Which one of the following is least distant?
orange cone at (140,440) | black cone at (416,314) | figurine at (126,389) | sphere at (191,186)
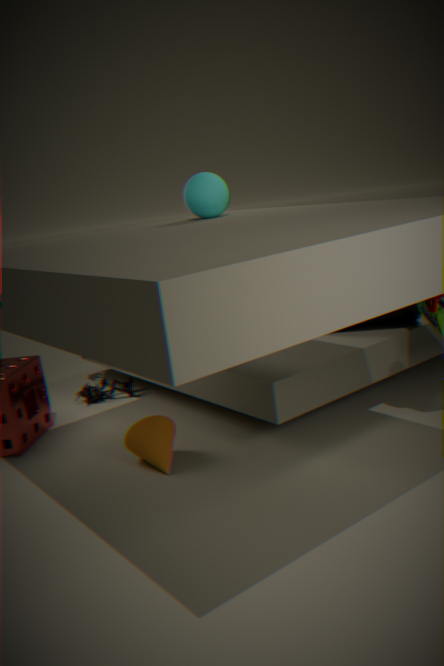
sphere at (191,186)
